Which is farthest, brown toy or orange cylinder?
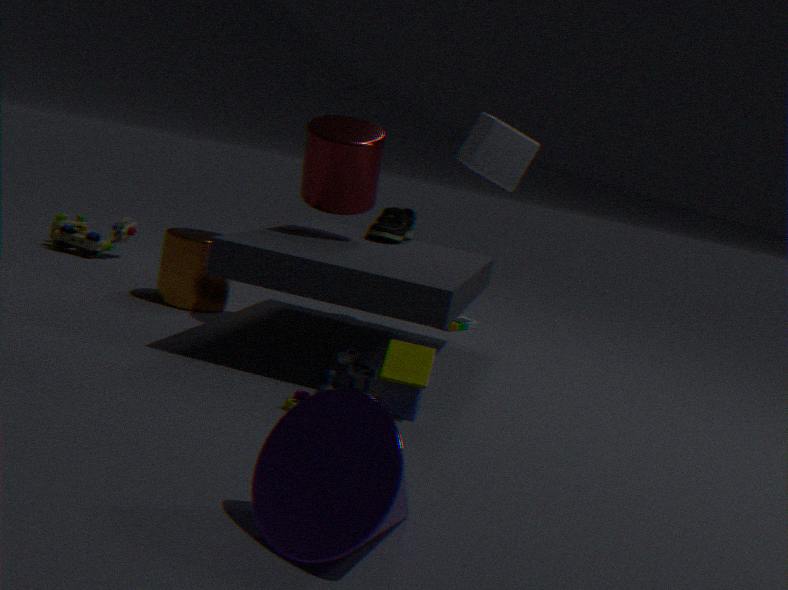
brown toy
